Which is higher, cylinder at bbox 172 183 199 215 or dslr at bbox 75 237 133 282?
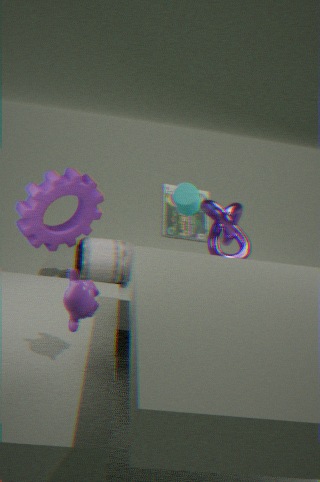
cylinder at bbox 172 183 199 215
